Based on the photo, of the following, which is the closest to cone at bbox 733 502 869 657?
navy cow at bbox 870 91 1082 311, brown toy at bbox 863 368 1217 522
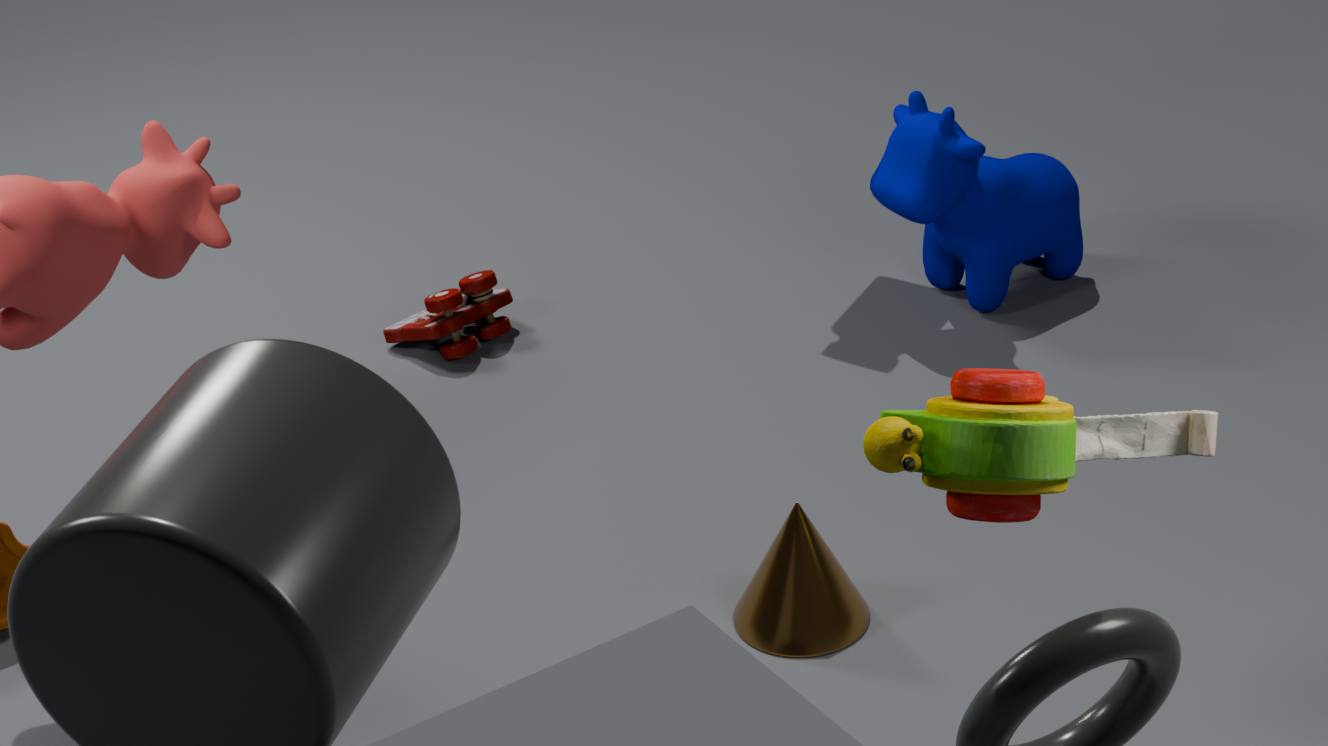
navy cow at bbox 870 91 1082 311
